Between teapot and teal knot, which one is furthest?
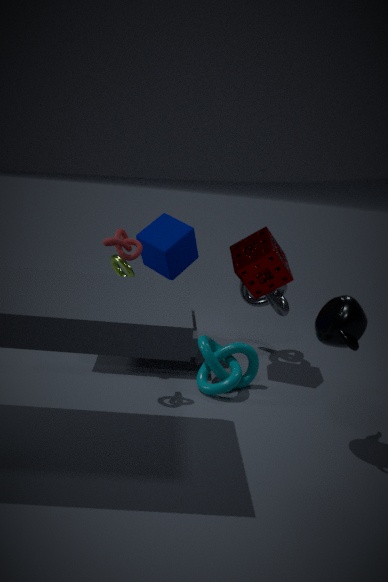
teal knot
